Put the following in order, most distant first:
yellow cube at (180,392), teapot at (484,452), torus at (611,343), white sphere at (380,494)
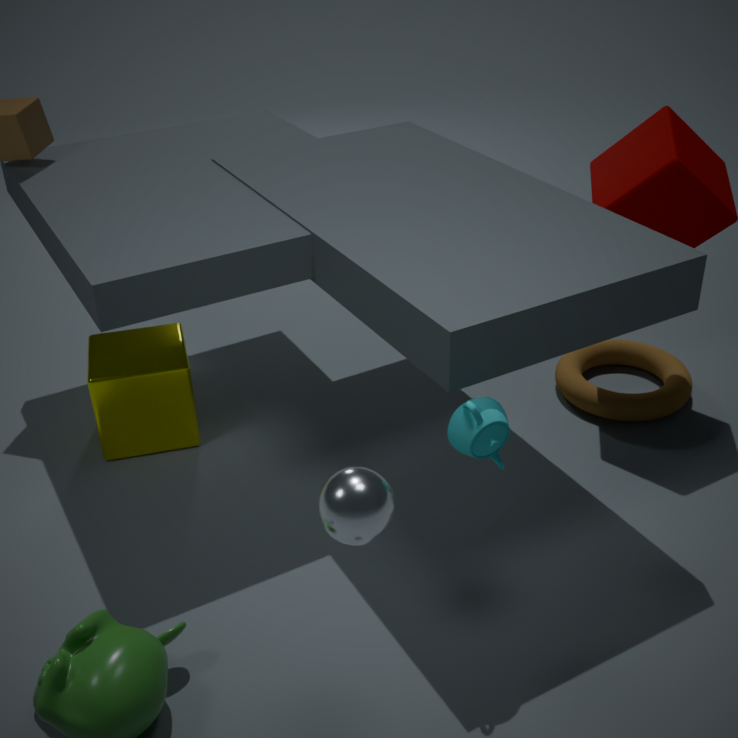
torus at (611,343) < yellow cube at (180,392) < teapot at (484,452) < white sphere at (380,494)
